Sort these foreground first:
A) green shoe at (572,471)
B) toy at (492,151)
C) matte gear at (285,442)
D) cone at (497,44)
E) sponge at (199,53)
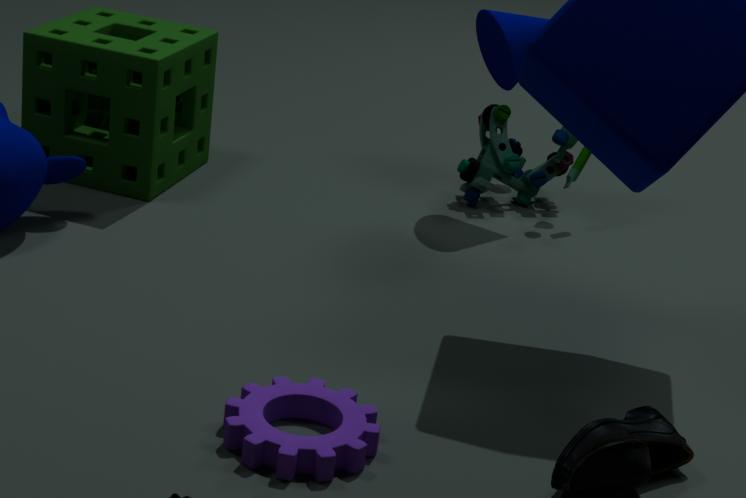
matte gear at (285,442) → green shoe at (572,471) → sponge at (199,53) → cone at (497,44) → toy at (492,151)
